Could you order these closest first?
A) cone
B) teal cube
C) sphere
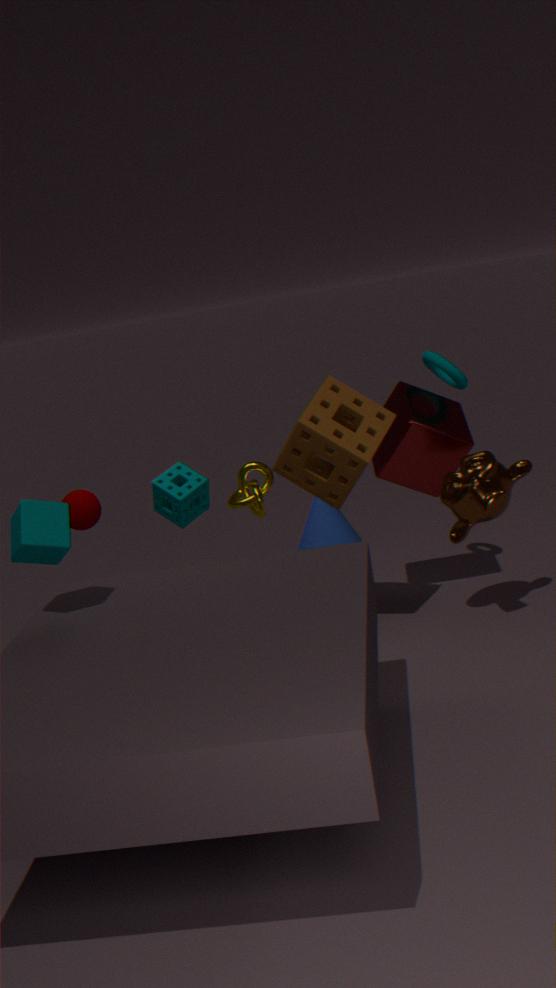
teal cube, sphere, cone
